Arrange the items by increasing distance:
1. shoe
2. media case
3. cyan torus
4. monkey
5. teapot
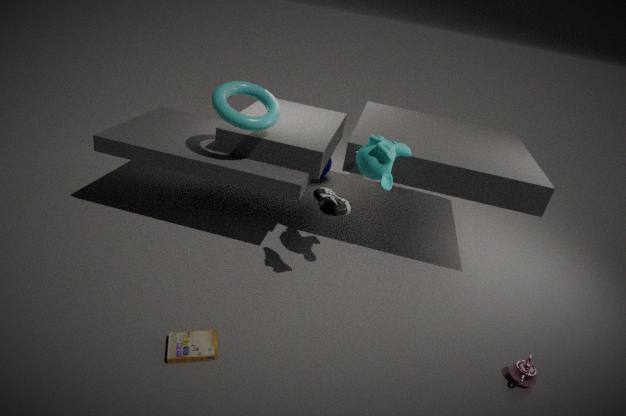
1. media case
2. teapot
3. shoe
4. monkey
5. cyan torus
